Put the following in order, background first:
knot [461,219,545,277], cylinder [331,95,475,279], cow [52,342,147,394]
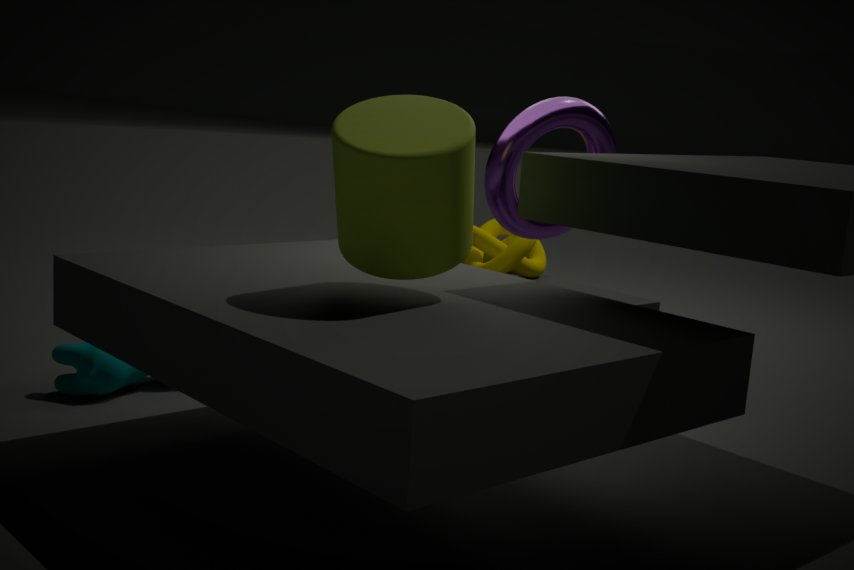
knot [461,219,545,277] < cow [52,342,147,394] < cylinder [331,95,475,279]
